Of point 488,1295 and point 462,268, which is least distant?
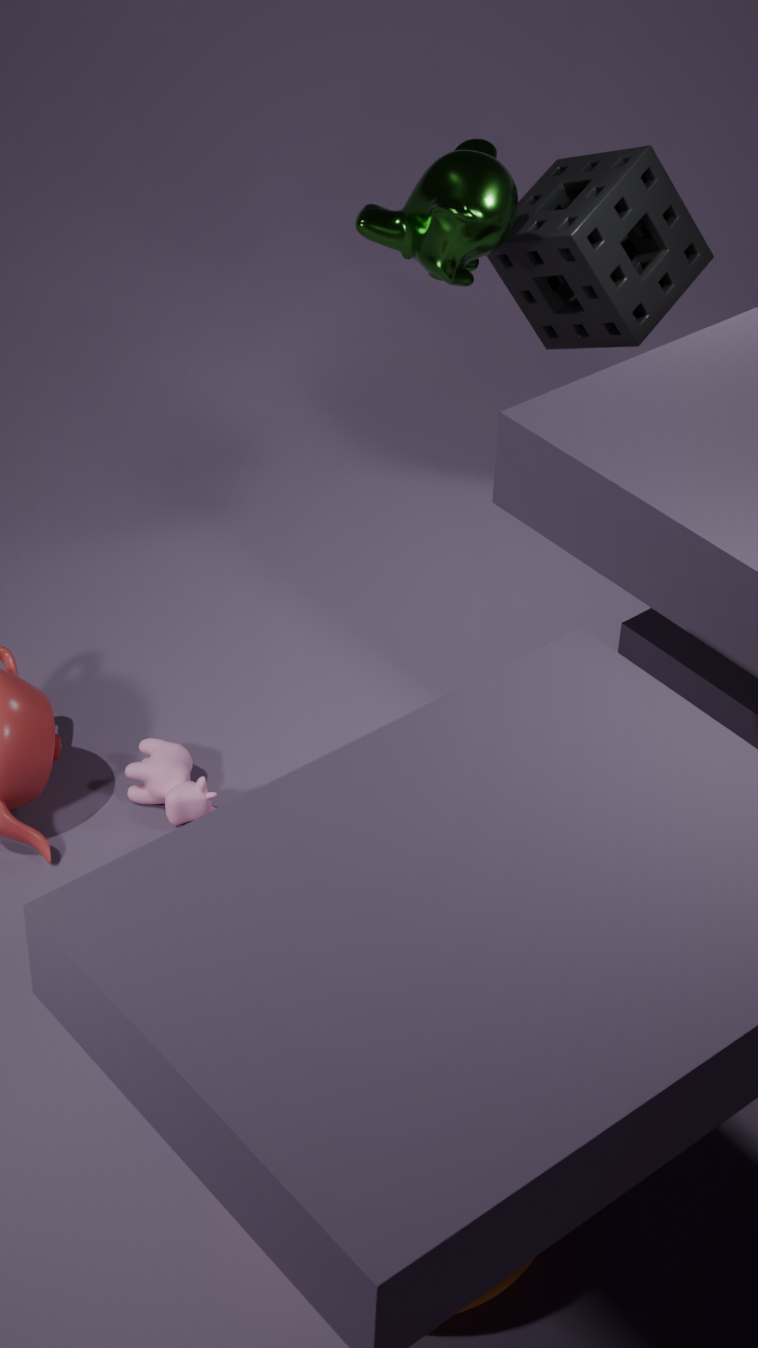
point 488,1295
